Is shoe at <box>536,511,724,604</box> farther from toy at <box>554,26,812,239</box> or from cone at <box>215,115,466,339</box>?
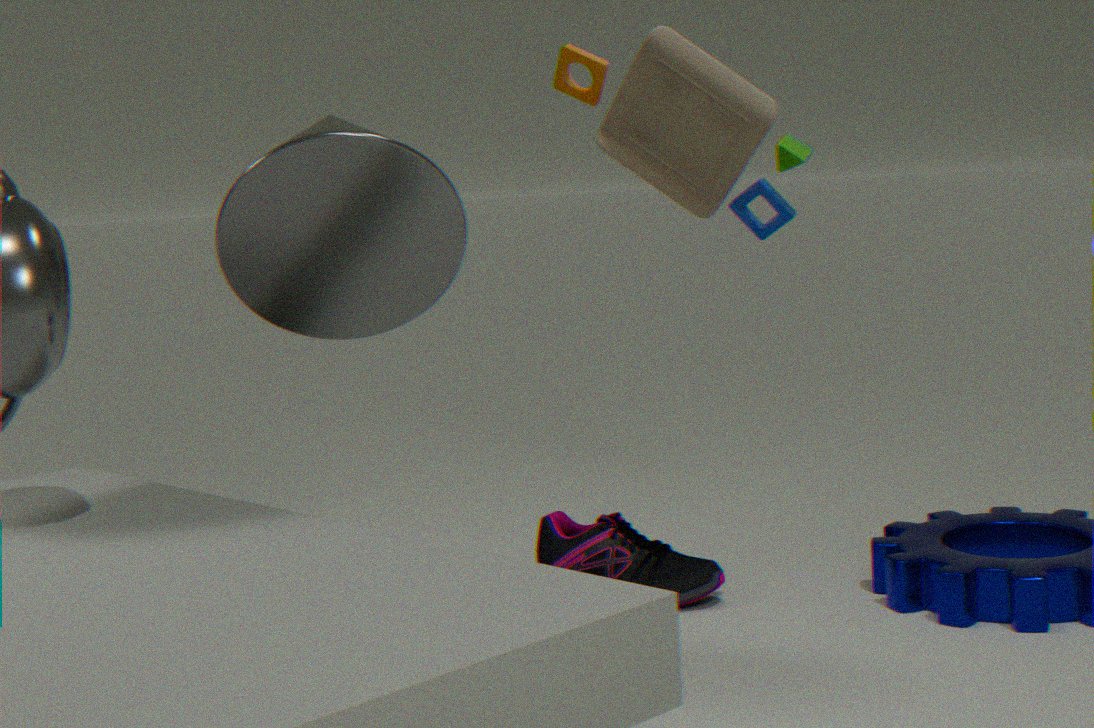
toy at <box>554,26,812,239</box>
